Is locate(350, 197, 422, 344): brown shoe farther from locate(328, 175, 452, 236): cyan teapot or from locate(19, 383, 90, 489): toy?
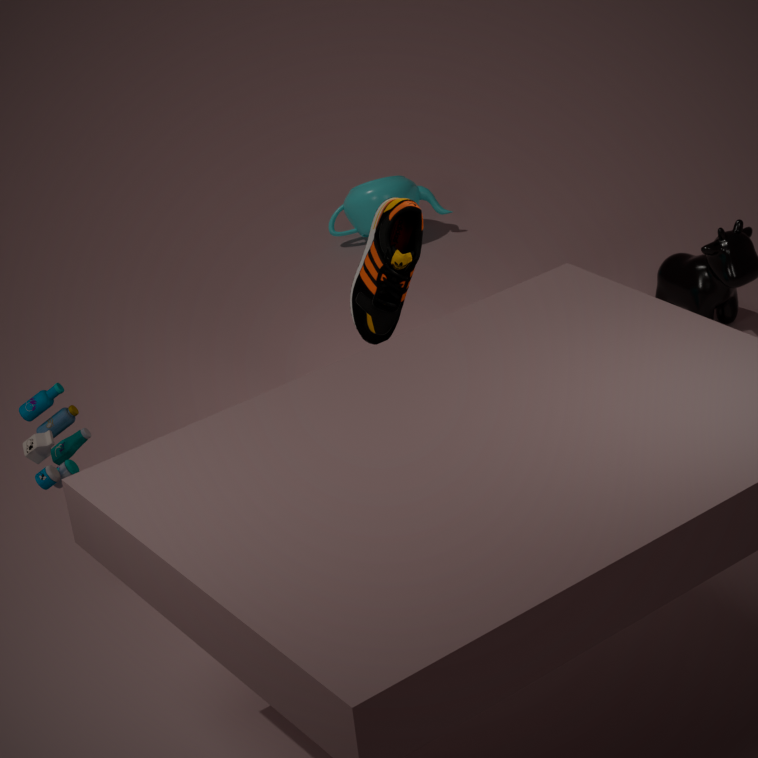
locate(328, 175, 452, 236): cyan teapot
